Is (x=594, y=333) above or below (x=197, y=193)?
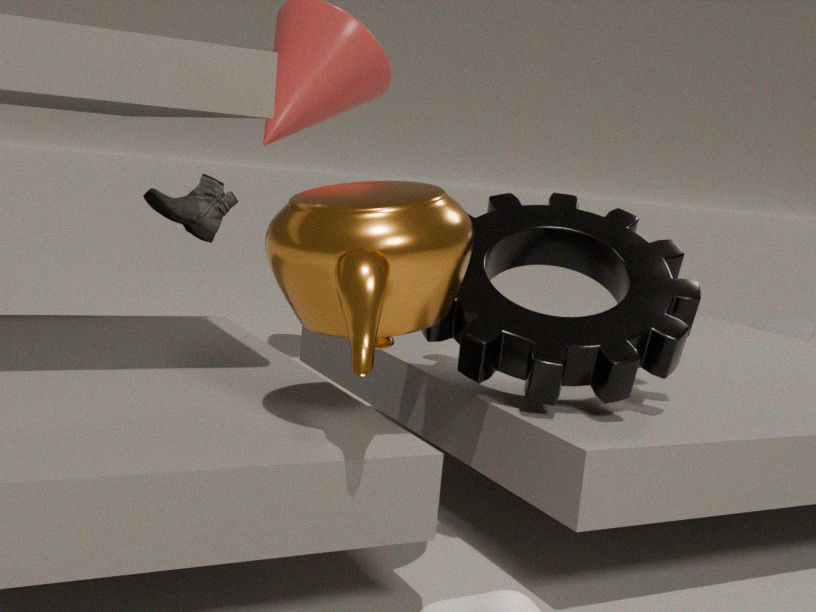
below
